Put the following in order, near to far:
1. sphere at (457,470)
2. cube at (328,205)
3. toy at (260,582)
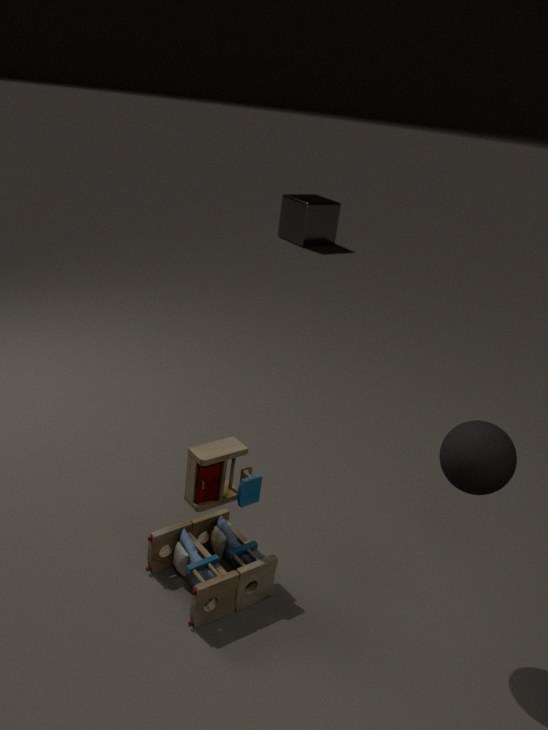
1. sphere at (457,470)
2. toy at (260,582)
3. cube at (328,205)
